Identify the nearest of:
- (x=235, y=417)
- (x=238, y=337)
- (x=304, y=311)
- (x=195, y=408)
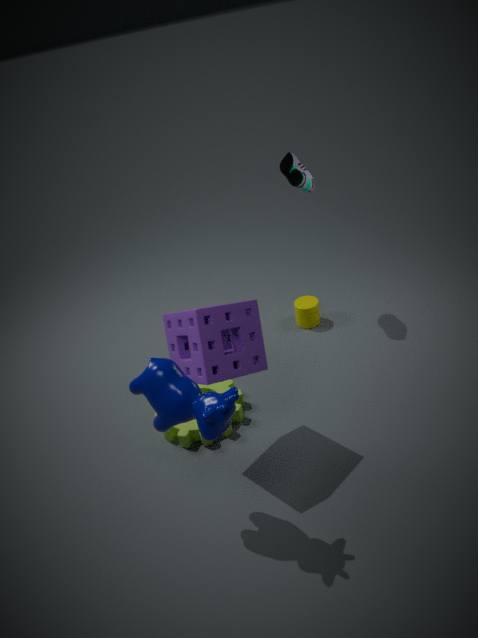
(x=195, y=408)
